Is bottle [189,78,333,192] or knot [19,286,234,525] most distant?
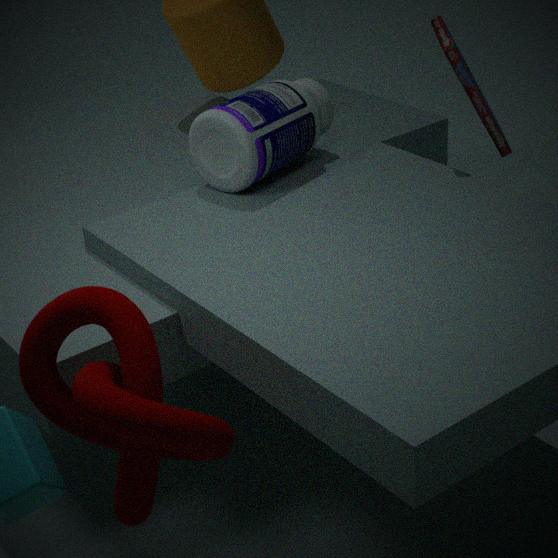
Answer: bottle [189,78,333,192]
